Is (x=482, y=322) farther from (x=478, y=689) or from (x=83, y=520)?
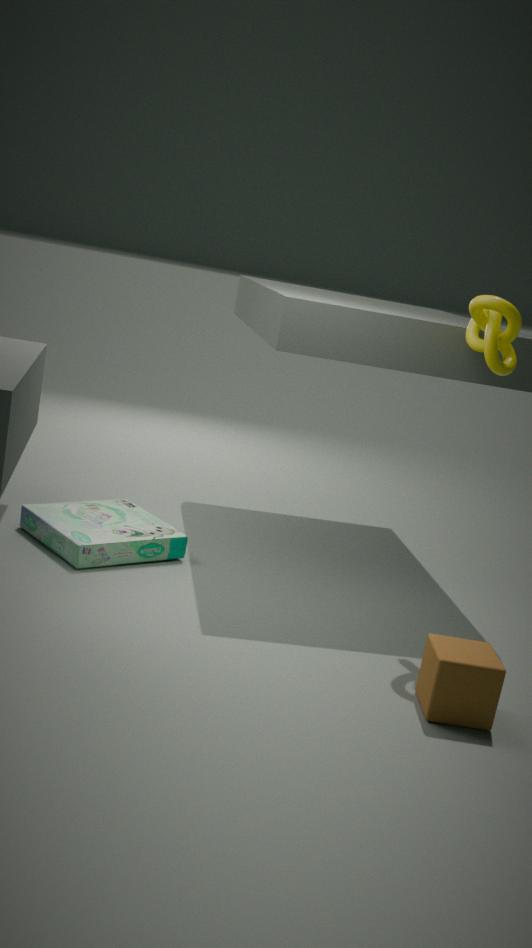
(x=83, y=520)
